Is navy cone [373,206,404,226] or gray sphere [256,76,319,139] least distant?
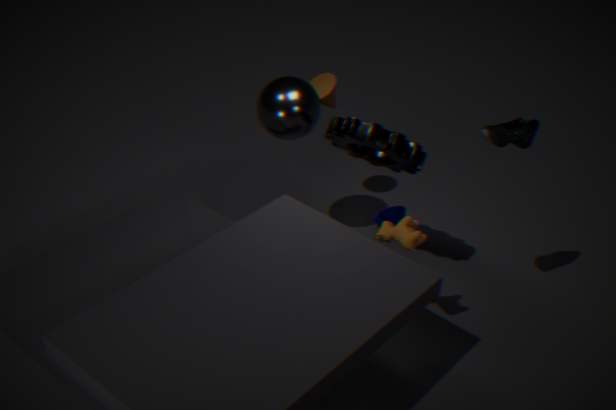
gray sphere [256,76,319,139]
